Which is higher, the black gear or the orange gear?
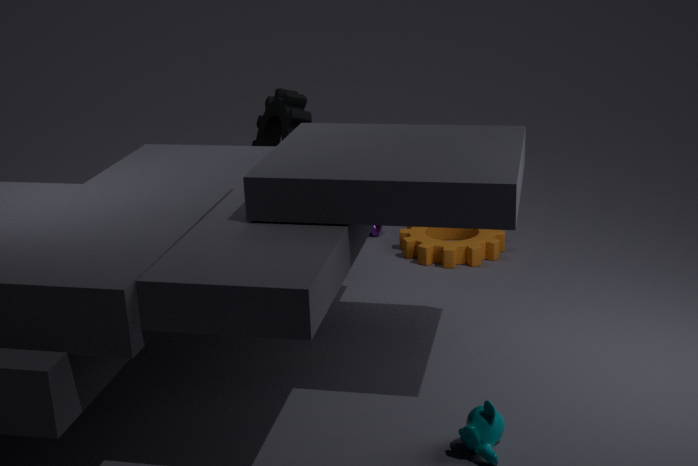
the black gear
